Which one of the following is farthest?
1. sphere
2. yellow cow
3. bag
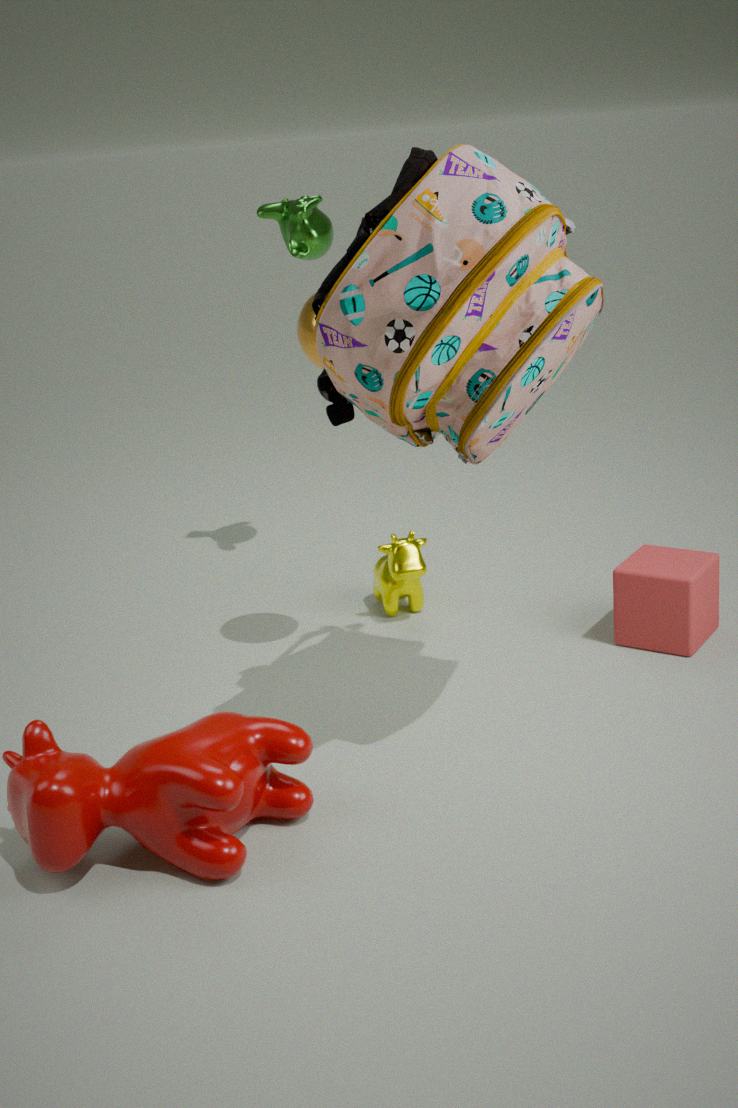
yellow cow
